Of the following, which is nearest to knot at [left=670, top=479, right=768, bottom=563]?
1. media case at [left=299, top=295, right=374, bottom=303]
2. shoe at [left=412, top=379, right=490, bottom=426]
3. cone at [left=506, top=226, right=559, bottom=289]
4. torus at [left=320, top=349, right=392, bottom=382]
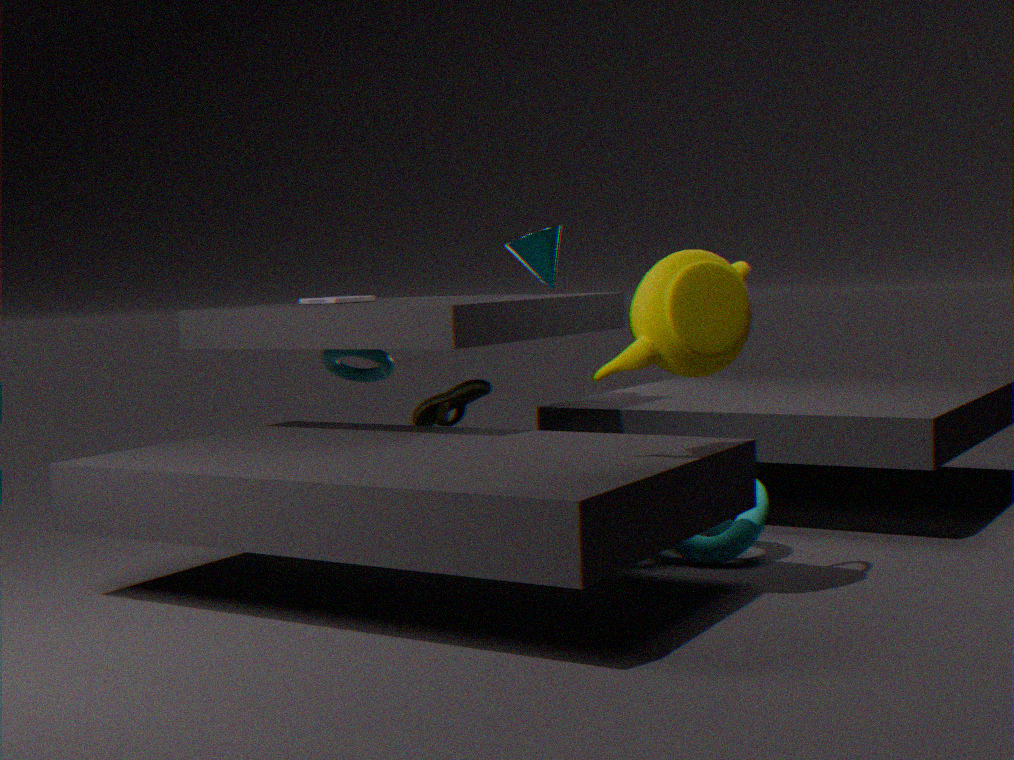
shoe at [left=412, top=379, right=490, bottom=426]
